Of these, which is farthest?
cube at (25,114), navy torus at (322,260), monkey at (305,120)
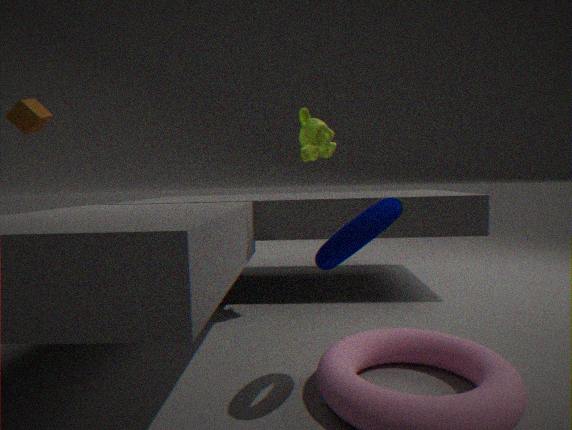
cube at (25,114)
